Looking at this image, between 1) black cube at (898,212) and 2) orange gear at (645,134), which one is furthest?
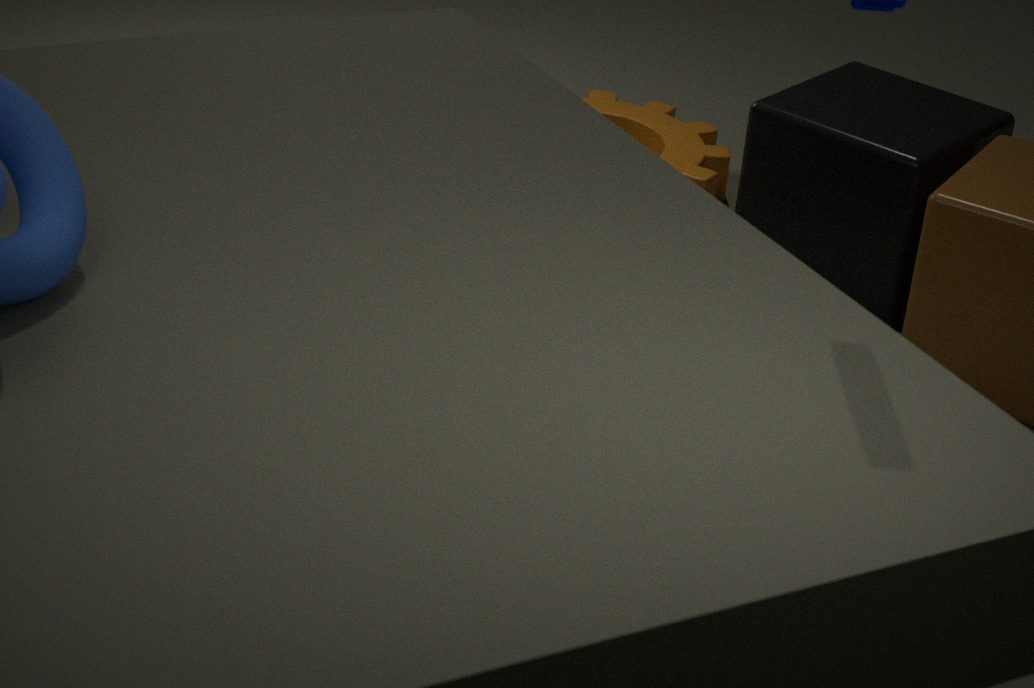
2. orange gear at (645,134)
